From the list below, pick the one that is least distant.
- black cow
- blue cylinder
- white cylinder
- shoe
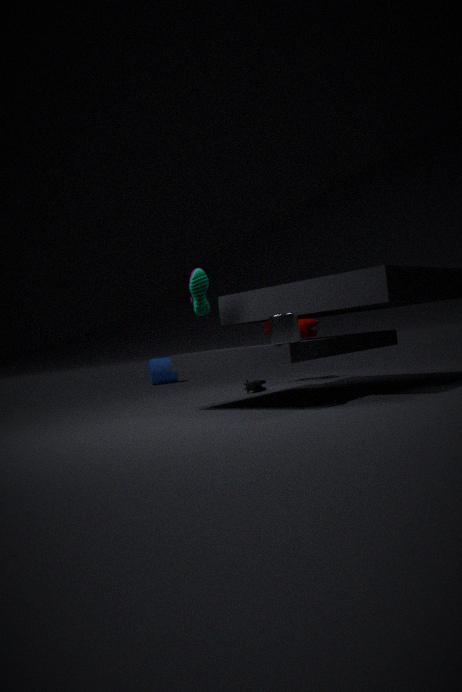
white cylinder
